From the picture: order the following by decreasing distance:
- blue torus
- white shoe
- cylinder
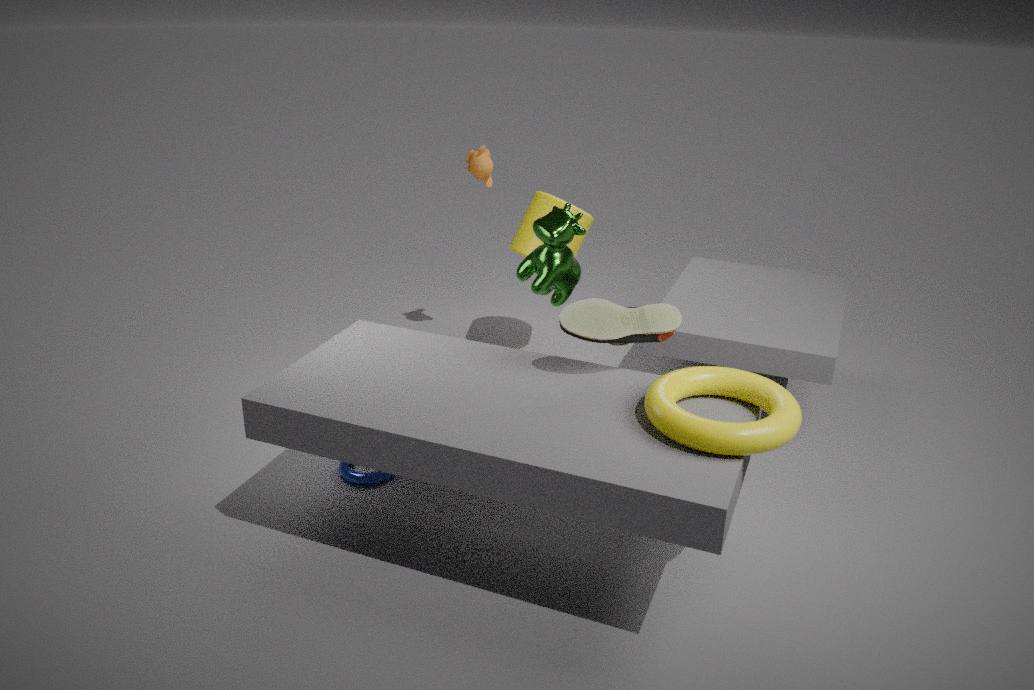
1. cylinder
2. blue torus
3. white shoe
